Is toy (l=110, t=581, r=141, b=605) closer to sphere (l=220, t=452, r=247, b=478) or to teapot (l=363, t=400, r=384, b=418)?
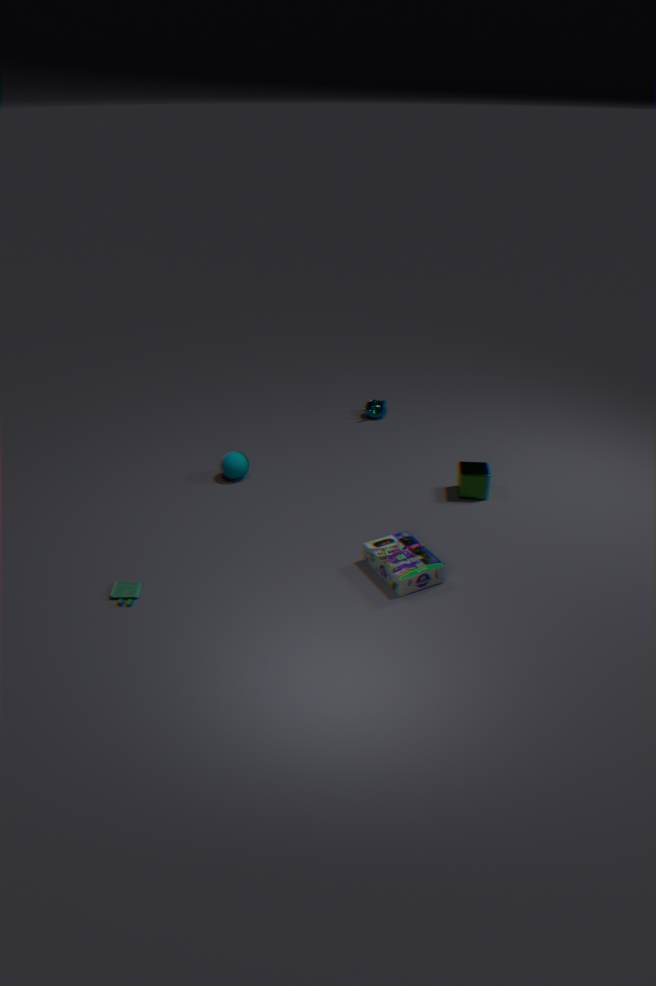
sphere (l=220, t=452, r=247, b=478)
